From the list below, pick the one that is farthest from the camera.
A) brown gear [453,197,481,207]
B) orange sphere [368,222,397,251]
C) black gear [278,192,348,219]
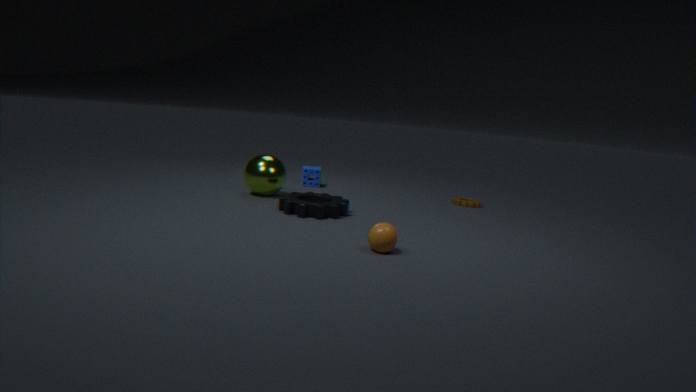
brown gear [453,197,481,207]
